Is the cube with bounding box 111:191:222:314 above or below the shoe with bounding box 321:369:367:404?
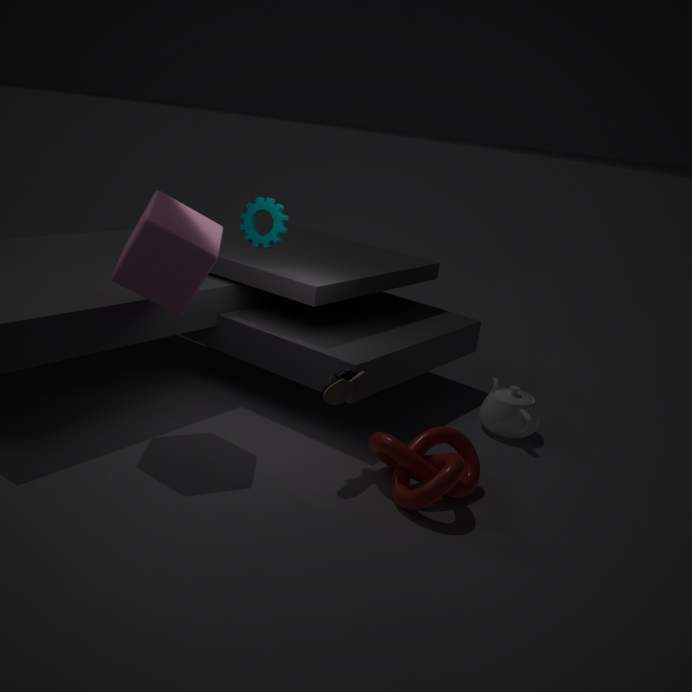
above
